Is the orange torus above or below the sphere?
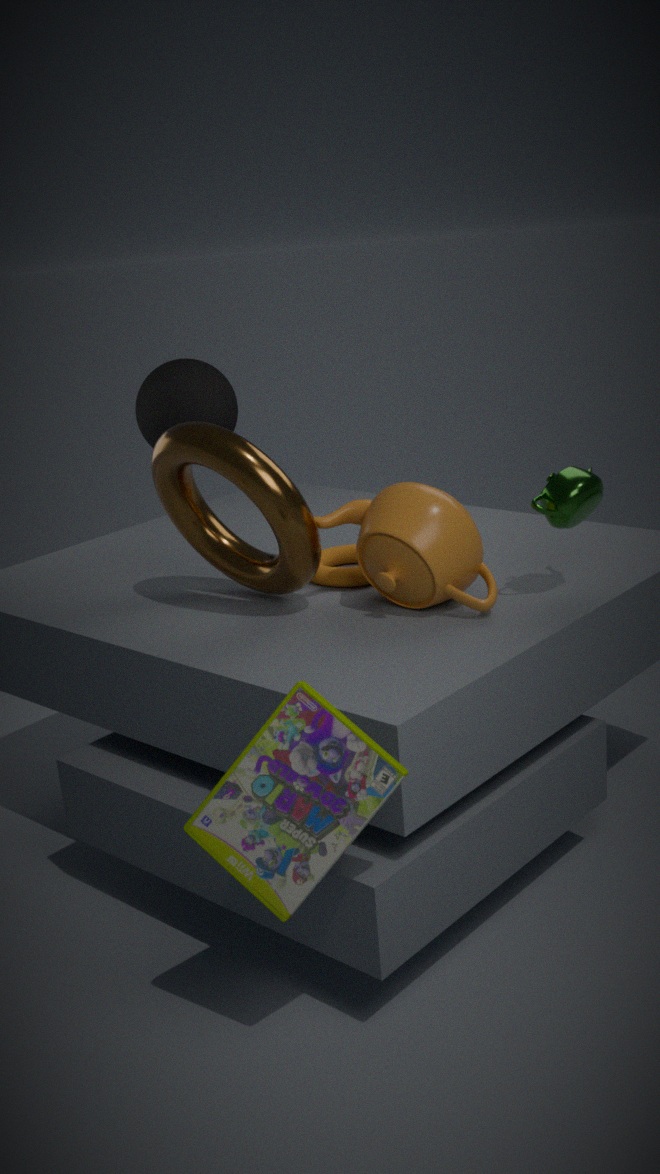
below
